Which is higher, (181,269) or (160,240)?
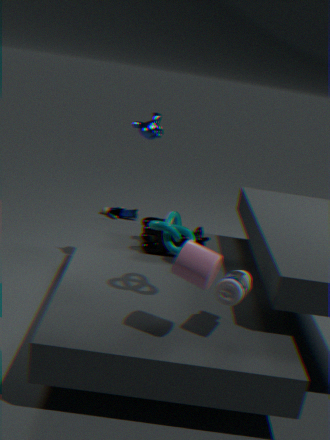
(181,269)
